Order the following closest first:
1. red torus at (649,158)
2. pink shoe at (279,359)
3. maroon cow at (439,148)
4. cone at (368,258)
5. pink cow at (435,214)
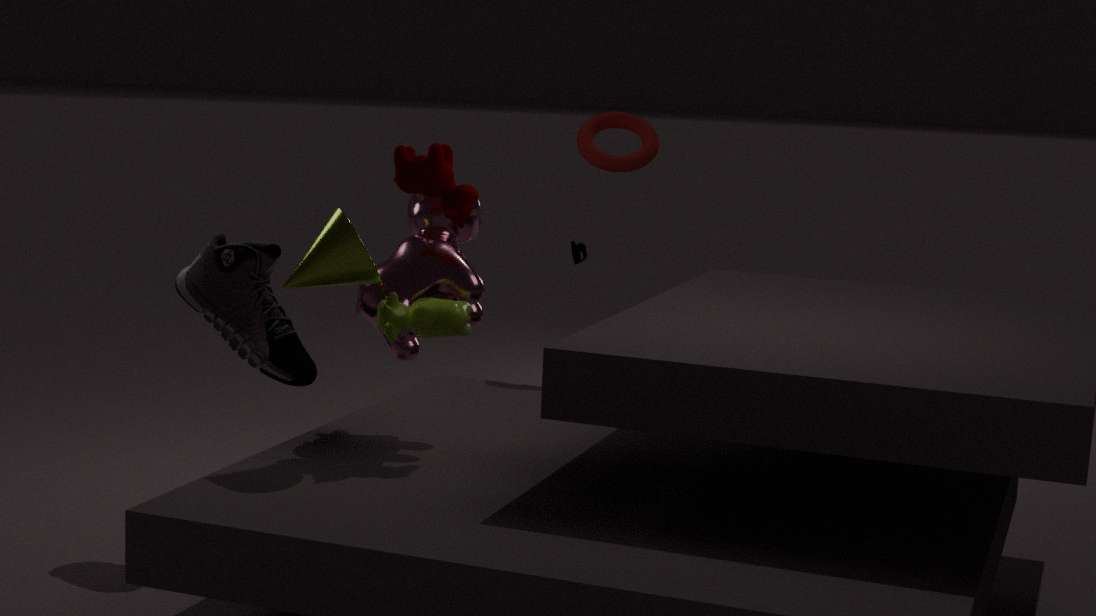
cone at (368,258)
maroon cow at (439,148)
pink cow at (435,214)
pink shoe at (279,359)
red torus at (649,158)
